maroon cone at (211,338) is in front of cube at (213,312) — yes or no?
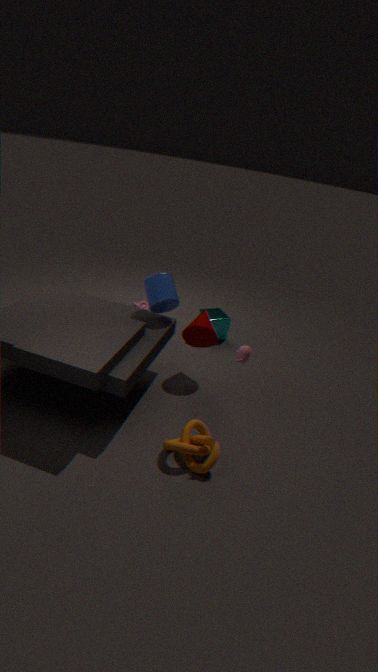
Yes
